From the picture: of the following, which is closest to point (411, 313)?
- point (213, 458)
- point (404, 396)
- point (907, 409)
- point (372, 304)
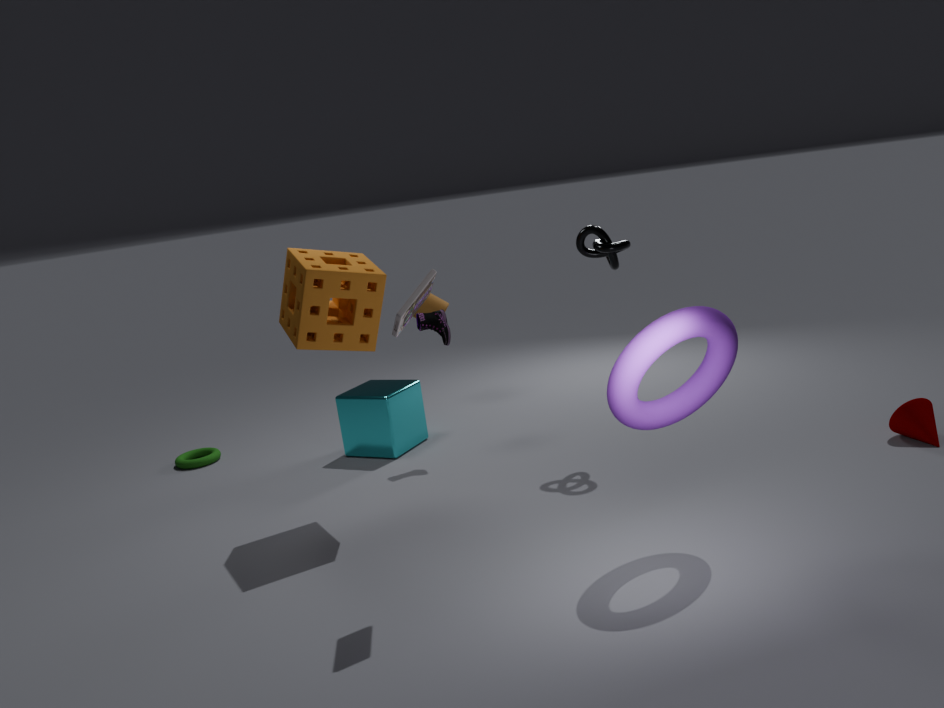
point (372, 304)
